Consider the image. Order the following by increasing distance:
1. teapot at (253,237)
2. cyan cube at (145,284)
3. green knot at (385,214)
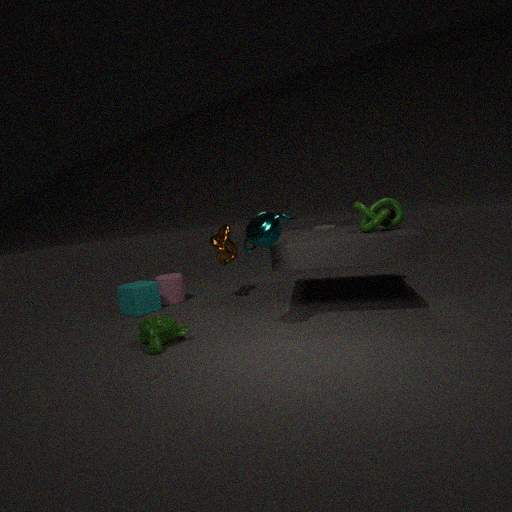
teapot at (253,237), green knot at (385,214), cyan cube at (145,284)
